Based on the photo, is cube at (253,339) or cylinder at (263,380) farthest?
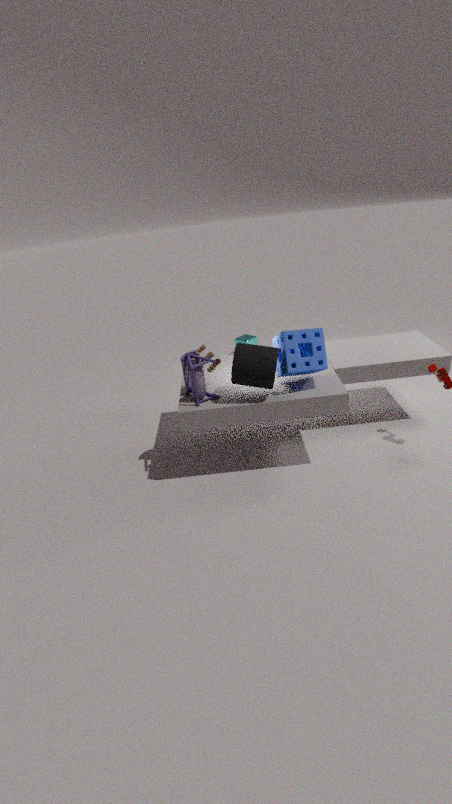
cube at (253,339)
